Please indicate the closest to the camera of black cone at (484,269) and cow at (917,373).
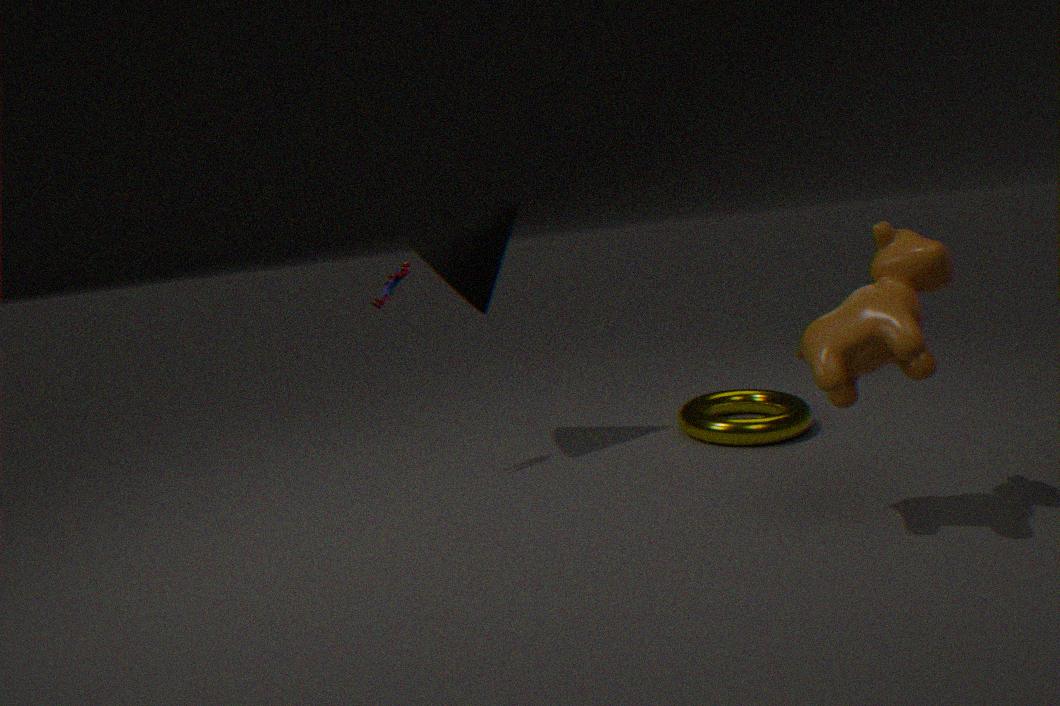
cow at (917,373)
